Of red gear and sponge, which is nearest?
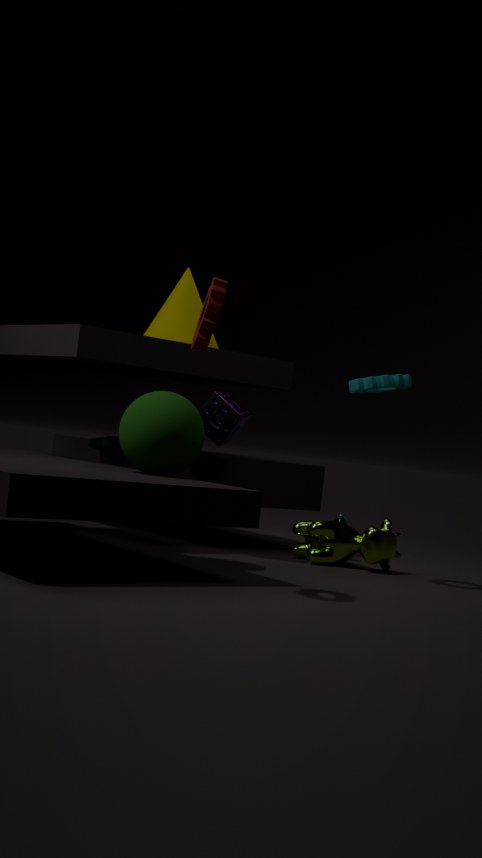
red gear
